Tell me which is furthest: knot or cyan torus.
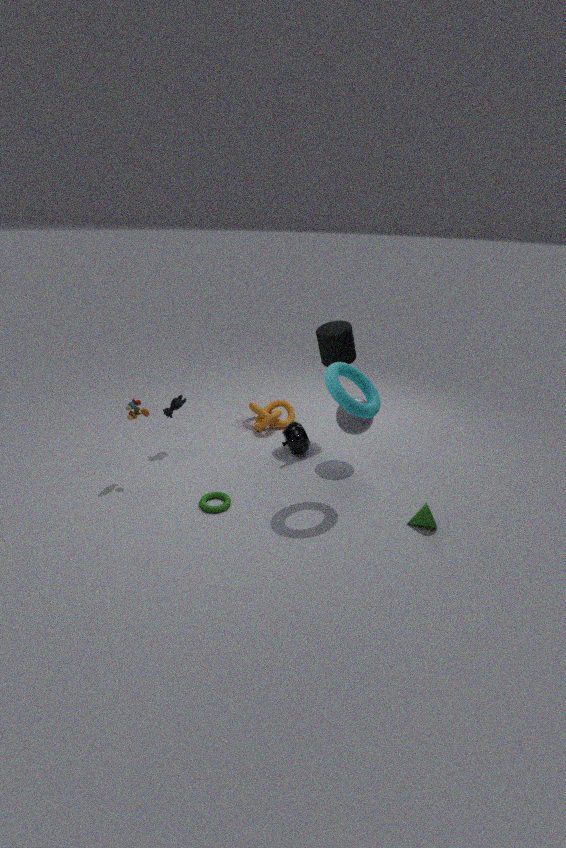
knot
